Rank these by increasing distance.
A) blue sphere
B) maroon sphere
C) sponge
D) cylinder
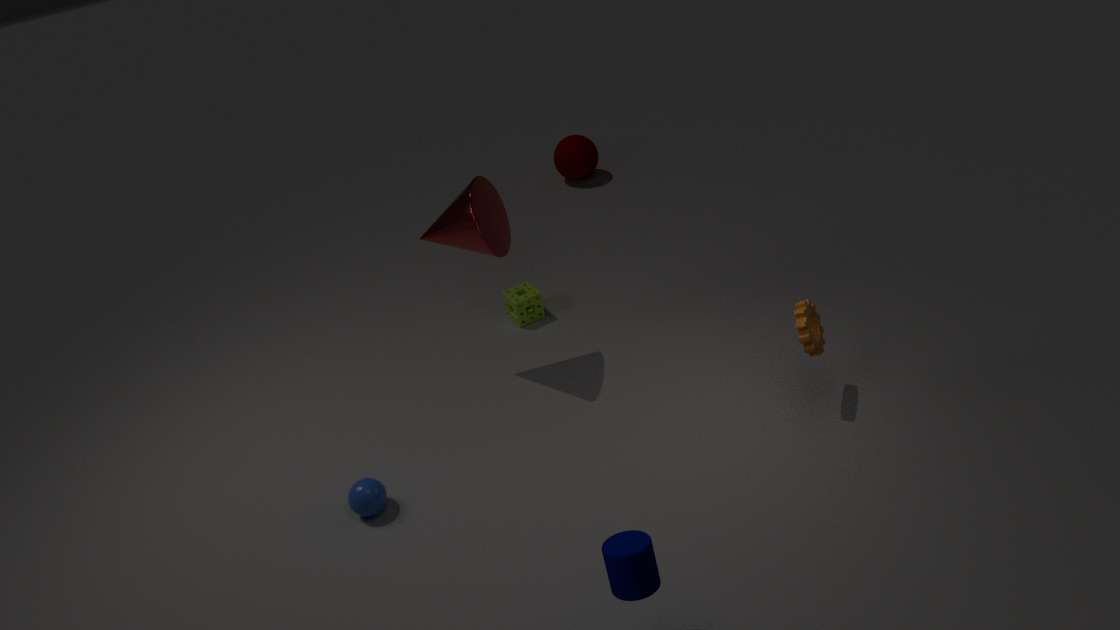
cylinder, blue sphere, sponge, maroon sphere
